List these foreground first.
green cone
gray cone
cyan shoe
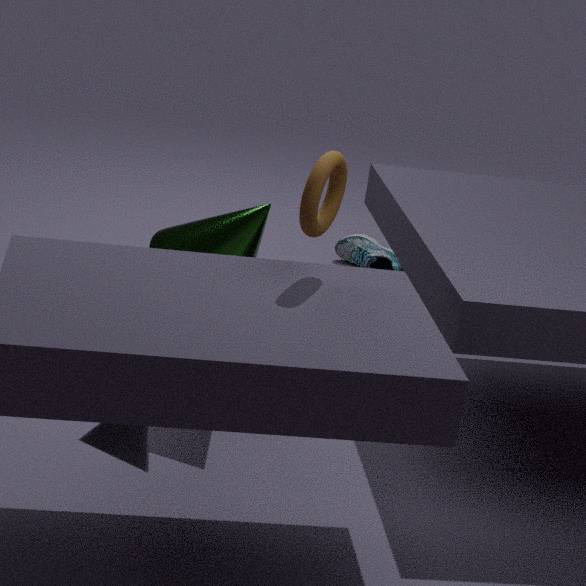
gray cone < green cone < cyan shoe
